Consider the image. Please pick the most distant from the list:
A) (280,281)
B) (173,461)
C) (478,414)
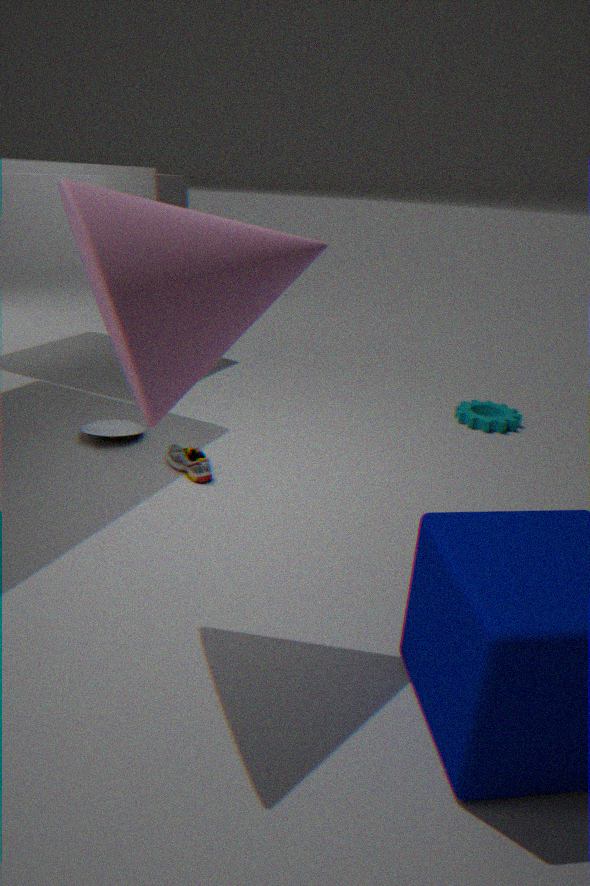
(478,414)
